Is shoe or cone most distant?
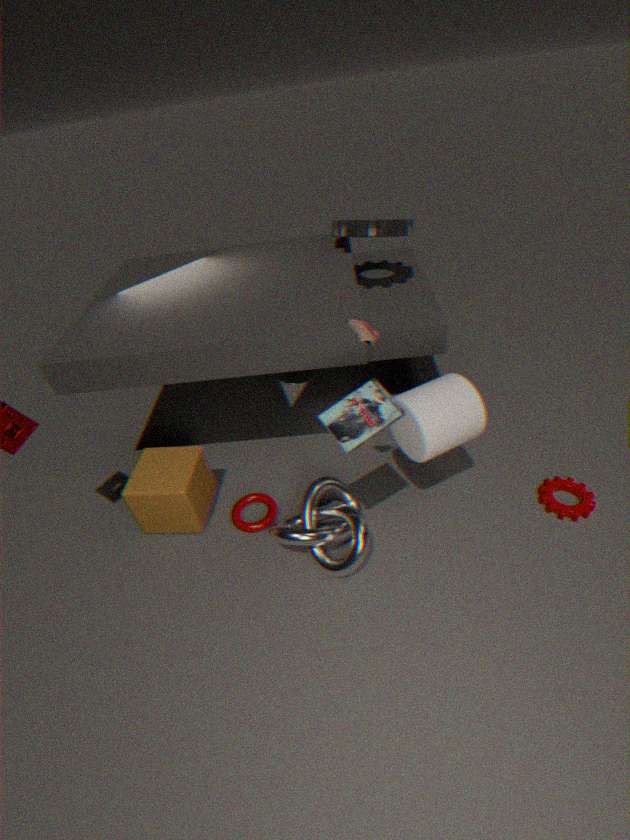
cone
